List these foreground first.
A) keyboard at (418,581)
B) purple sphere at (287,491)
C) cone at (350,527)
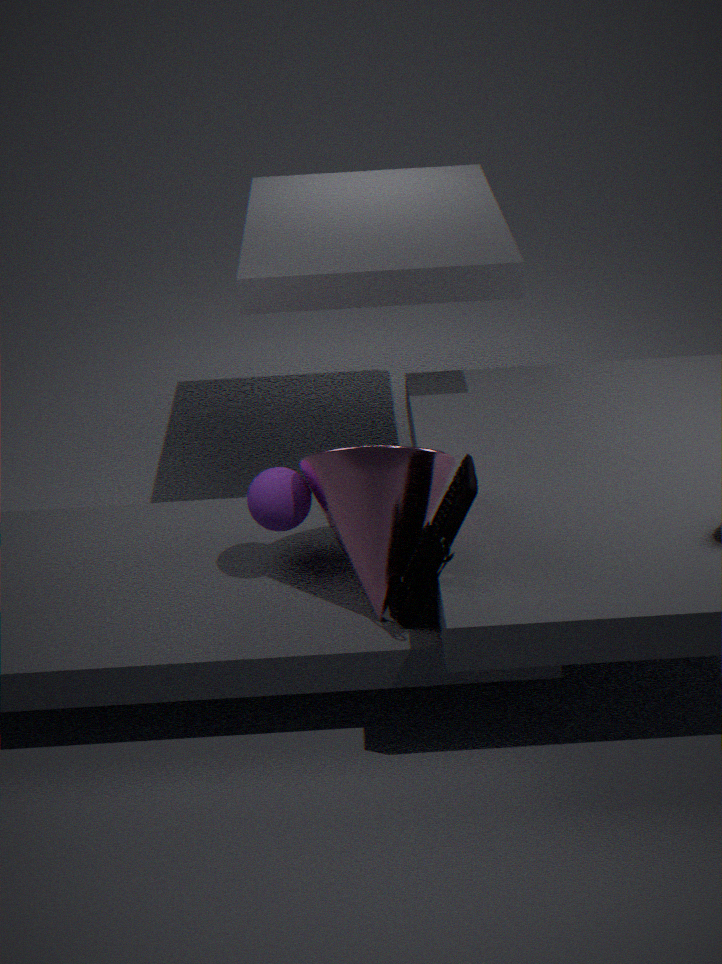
1. keyboard at (418,581)
2. cone at (350,527)
3. purple sphere at (287,491)
